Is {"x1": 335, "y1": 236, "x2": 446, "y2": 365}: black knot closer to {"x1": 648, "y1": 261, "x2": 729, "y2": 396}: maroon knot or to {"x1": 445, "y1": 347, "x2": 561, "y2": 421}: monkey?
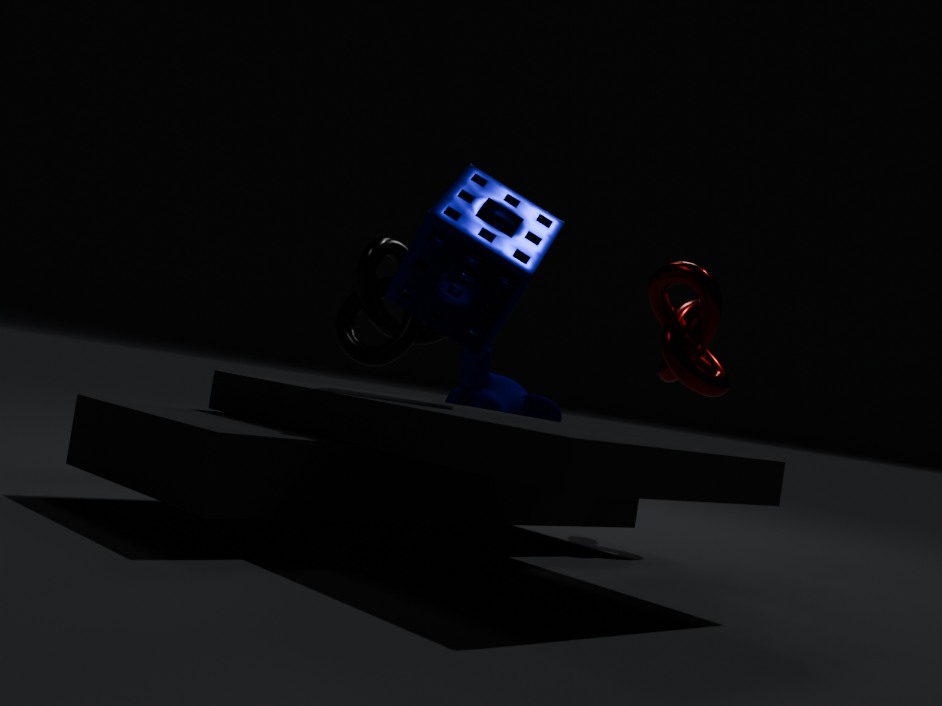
{"x1": 445, "y1": 347, "x2": 561, "y2": 421}: monkey
